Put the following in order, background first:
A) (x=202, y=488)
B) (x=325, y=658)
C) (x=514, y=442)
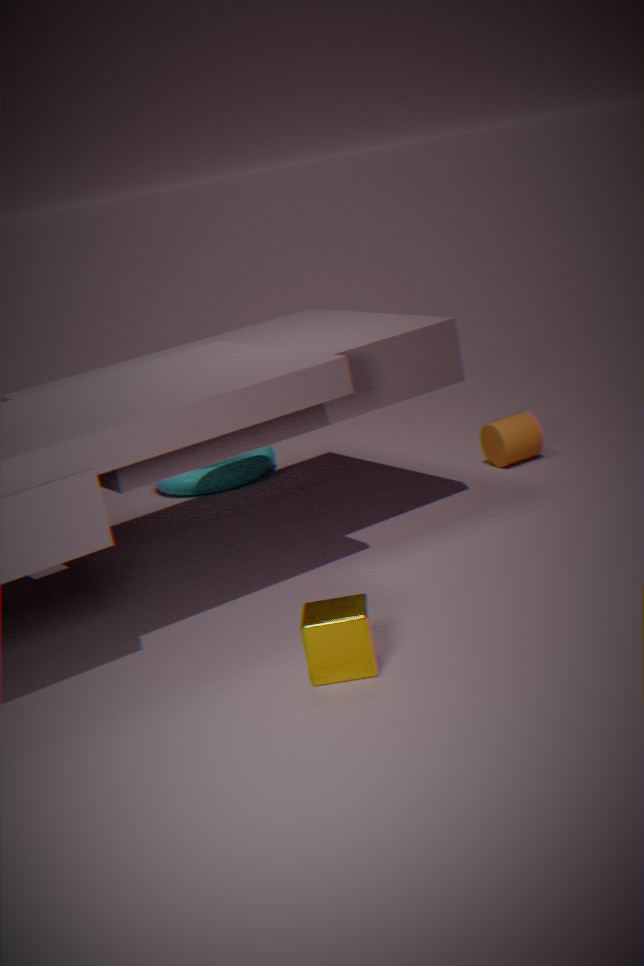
1. (x=202, y=488)
2. (x=514, y=442)
3. (x=325, y=658)
